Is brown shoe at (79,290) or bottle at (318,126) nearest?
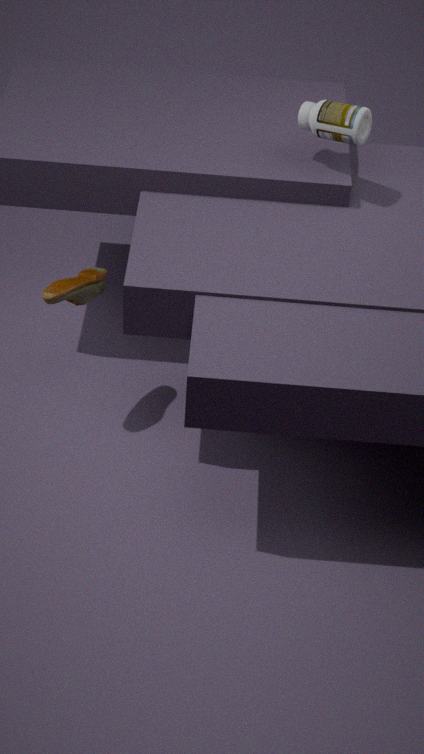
brown shoe at (79,290)
